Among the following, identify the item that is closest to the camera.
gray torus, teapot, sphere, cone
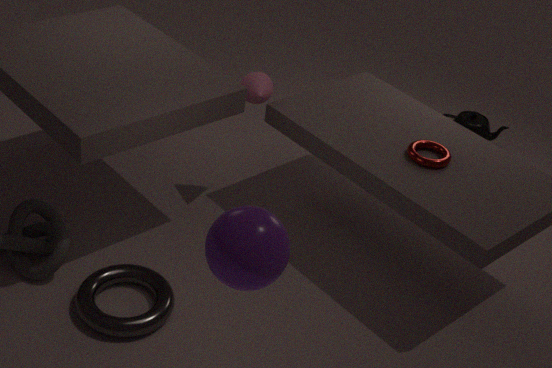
sphere
